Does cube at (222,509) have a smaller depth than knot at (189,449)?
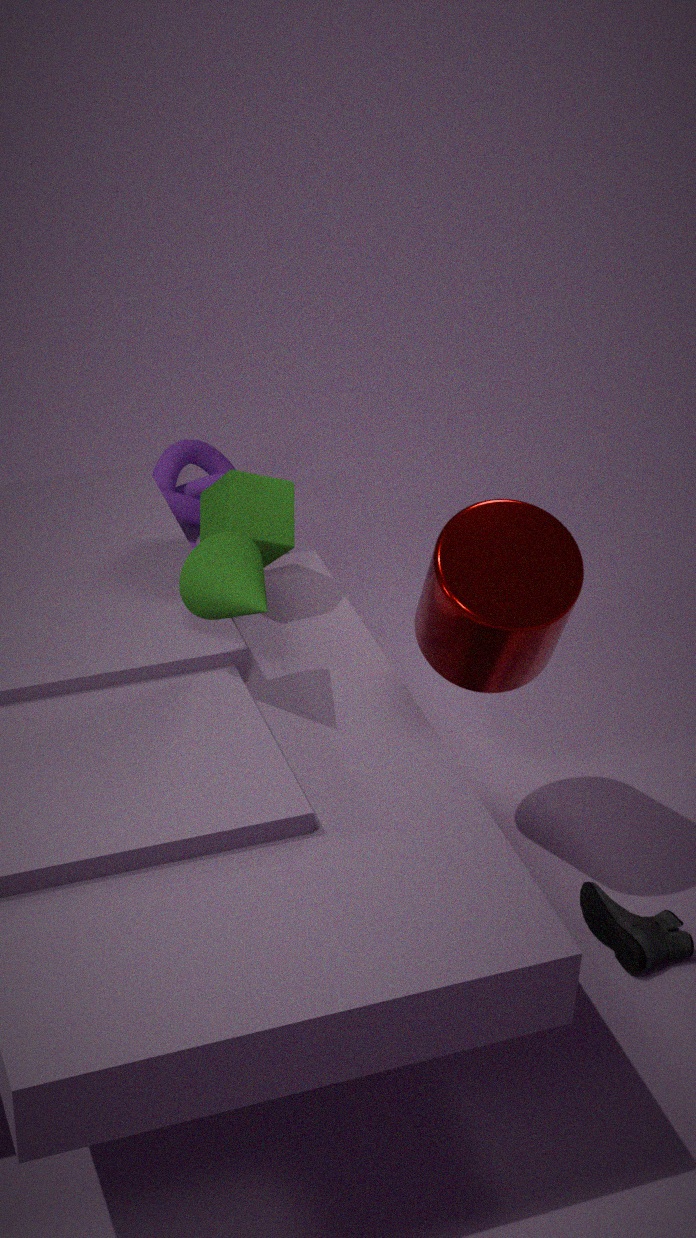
Yes
